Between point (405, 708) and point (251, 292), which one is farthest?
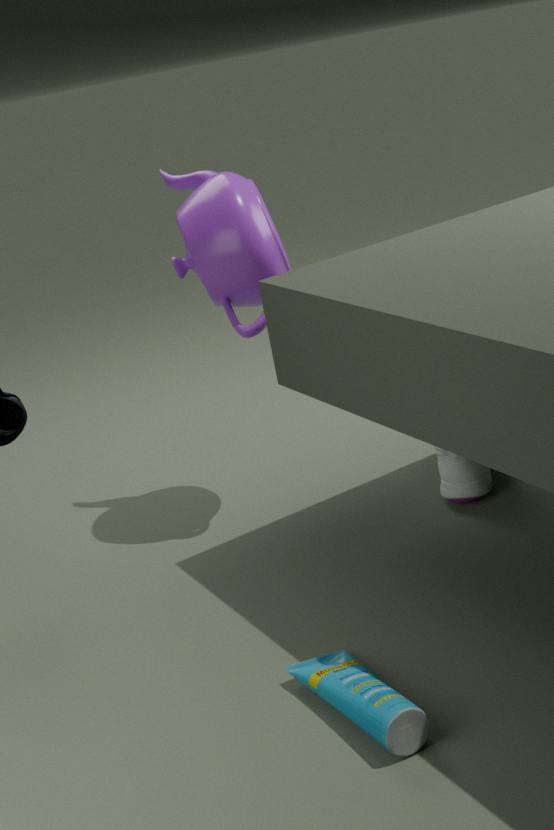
point (251, 292)
